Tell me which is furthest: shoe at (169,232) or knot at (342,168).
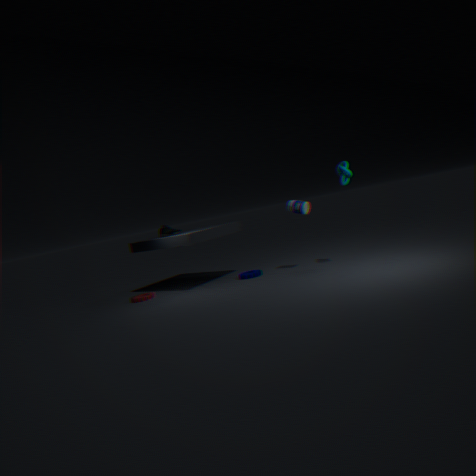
shoe at (169,232)
